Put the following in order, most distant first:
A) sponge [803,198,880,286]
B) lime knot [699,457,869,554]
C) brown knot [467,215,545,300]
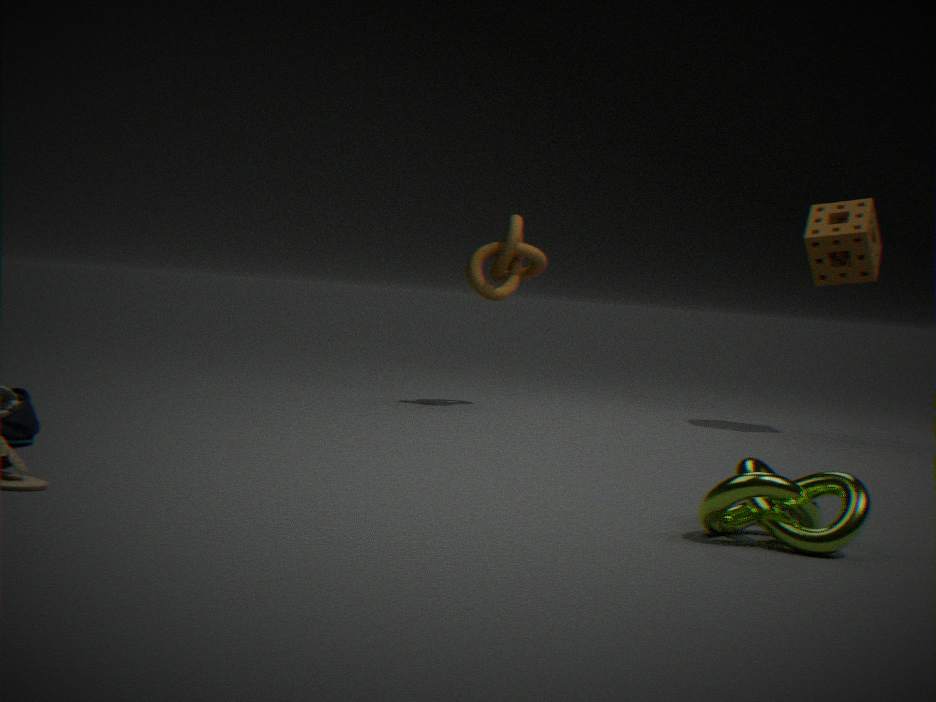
brown knot [467,215,545,300] → sponge [803,198,880,286] → lime knot [699,457,869,554]
